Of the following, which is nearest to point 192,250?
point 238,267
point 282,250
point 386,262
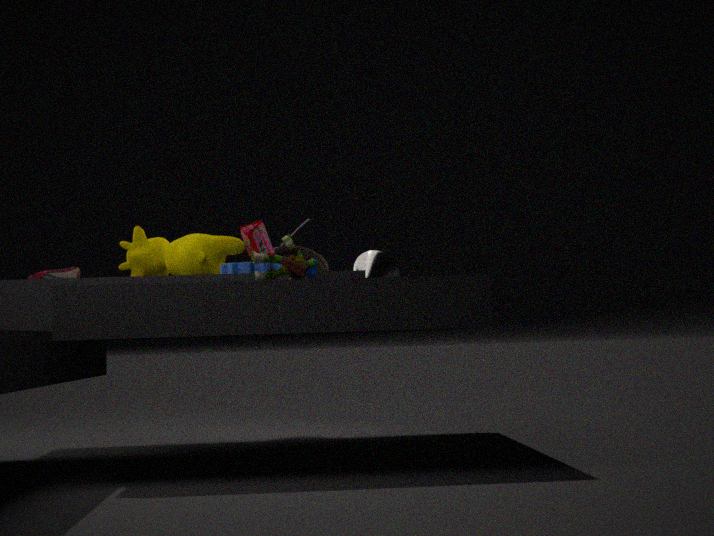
point 238,267
